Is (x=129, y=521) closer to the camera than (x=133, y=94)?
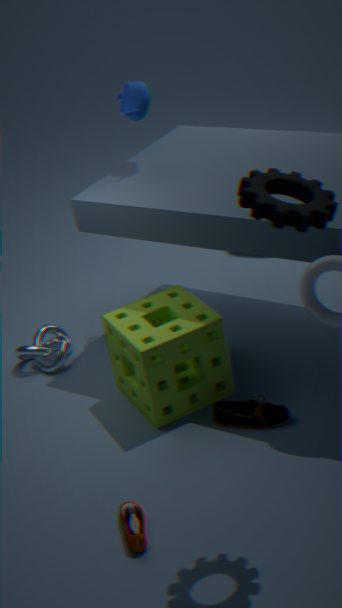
Yes
